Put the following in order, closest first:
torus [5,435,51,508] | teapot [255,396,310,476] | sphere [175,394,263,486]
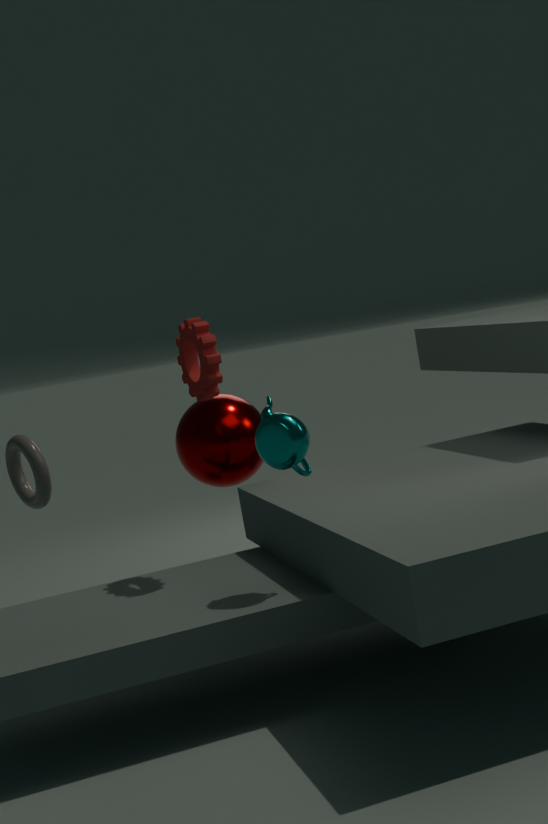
teapot [255,396,310,476] < torus [5,435,51,508] < sphere [175,394,263,486]
